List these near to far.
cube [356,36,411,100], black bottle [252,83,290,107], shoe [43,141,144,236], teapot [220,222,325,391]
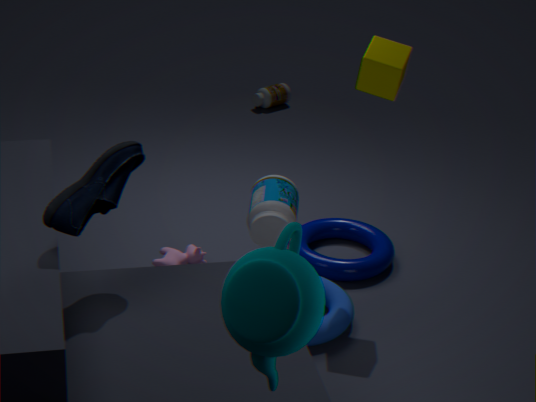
teapot [220,222,325,391], shoe [43,141,144,236], cube [356,36,411,100], black bottle [252,83,290,107]
